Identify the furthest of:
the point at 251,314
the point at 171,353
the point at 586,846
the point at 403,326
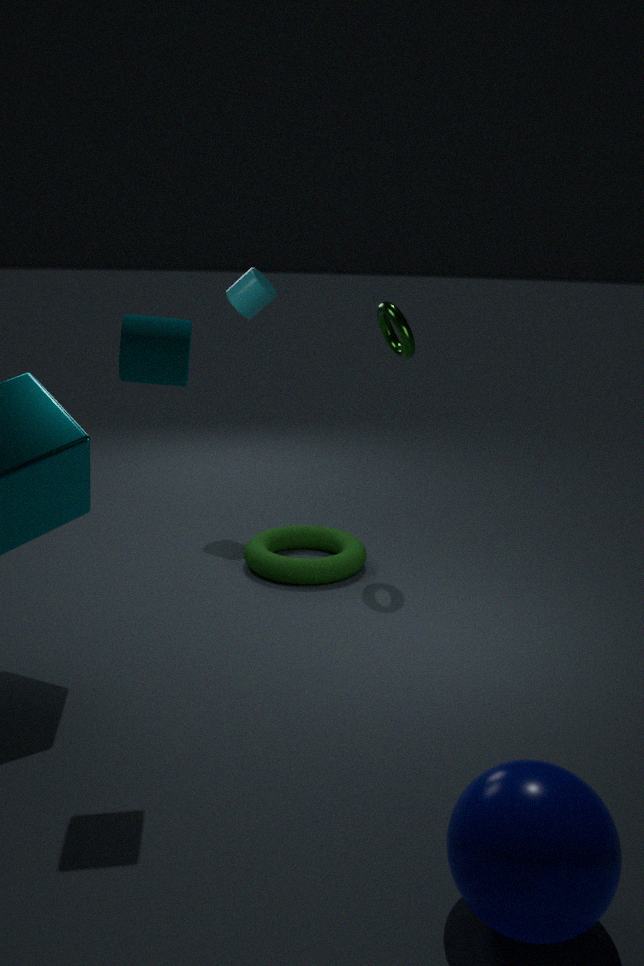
the point at 251,314
